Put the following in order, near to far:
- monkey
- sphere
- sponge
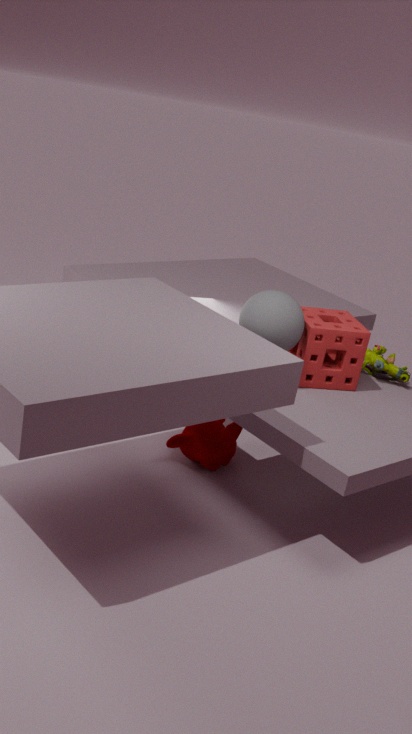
sphere → sponge → monkey
